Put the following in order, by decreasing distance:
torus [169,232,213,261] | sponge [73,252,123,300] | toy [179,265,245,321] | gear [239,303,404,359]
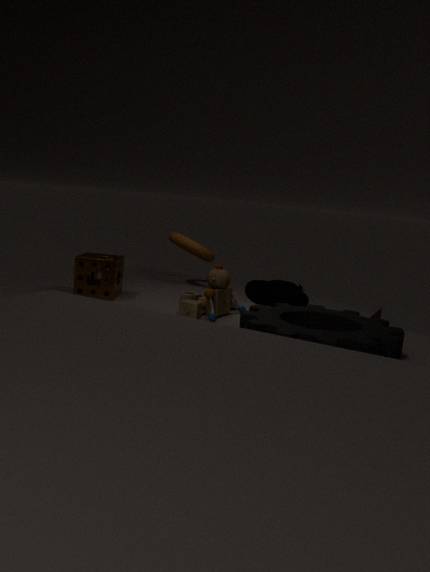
1. torus [169,232,213,261]
2. sponge [73,252,123,300]
3. toy [179,265,245,321]
4. gear [239,303,404,359]
